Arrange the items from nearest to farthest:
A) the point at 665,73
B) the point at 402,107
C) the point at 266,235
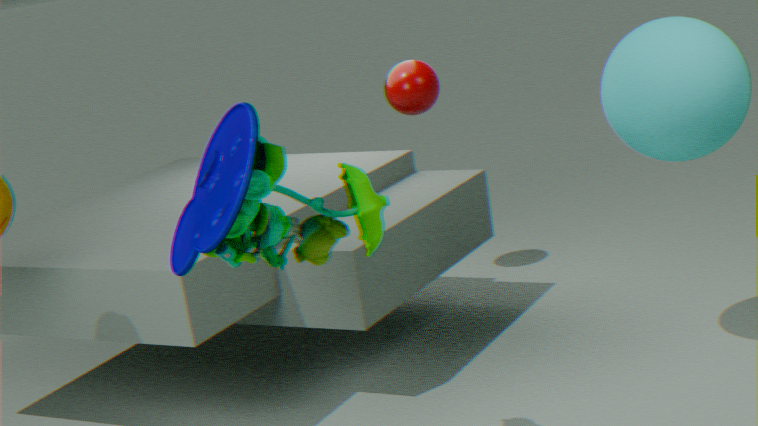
1. the point at 266,235
2. the point at 665,73
3. the point at 402,107
